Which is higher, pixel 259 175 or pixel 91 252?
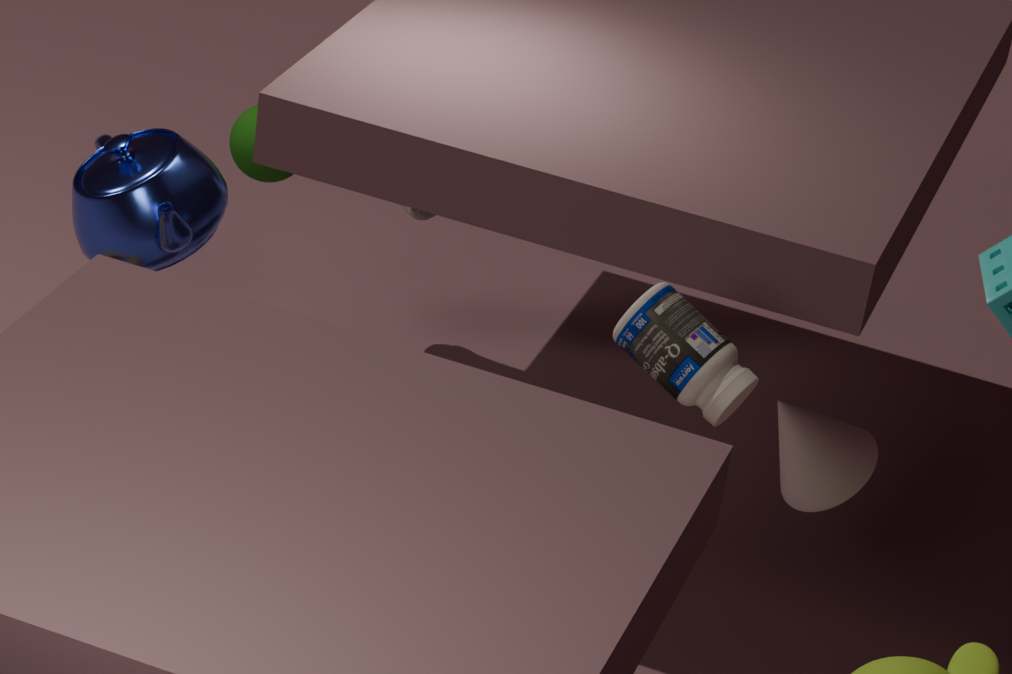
pixel 91 252
